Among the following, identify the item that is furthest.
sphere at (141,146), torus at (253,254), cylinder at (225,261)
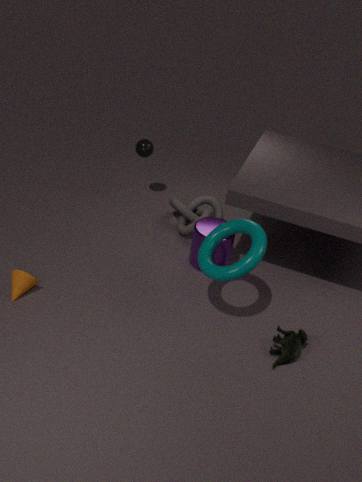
sphere at (141,146)
